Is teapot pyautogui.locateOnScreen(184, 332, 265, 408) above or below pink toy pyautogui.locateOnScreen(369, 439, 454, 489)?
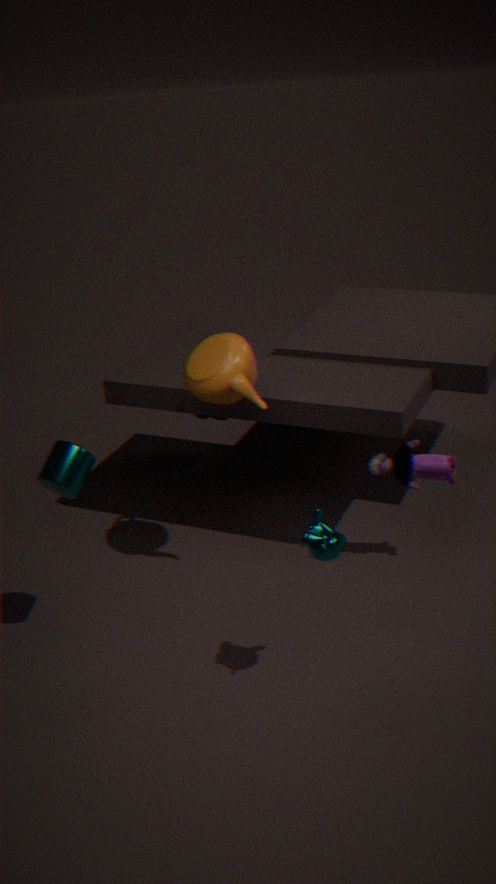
above
